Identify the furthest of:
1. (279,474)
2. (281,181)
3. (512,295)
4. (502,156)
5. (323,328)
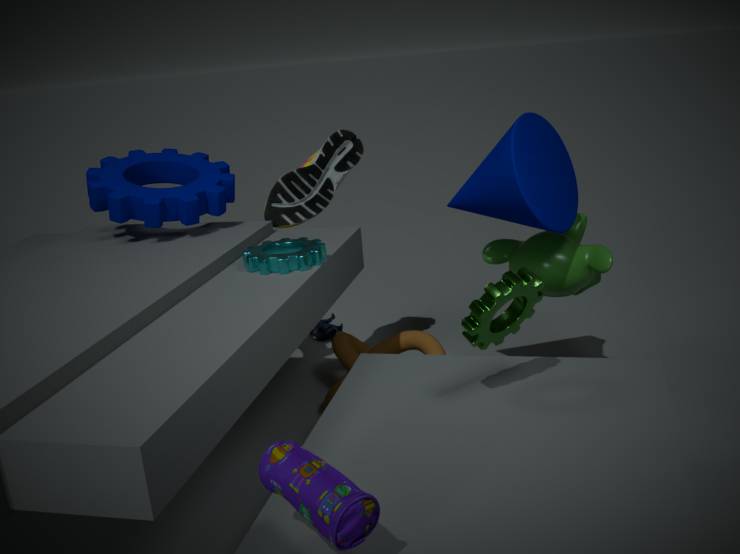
(323,328)
